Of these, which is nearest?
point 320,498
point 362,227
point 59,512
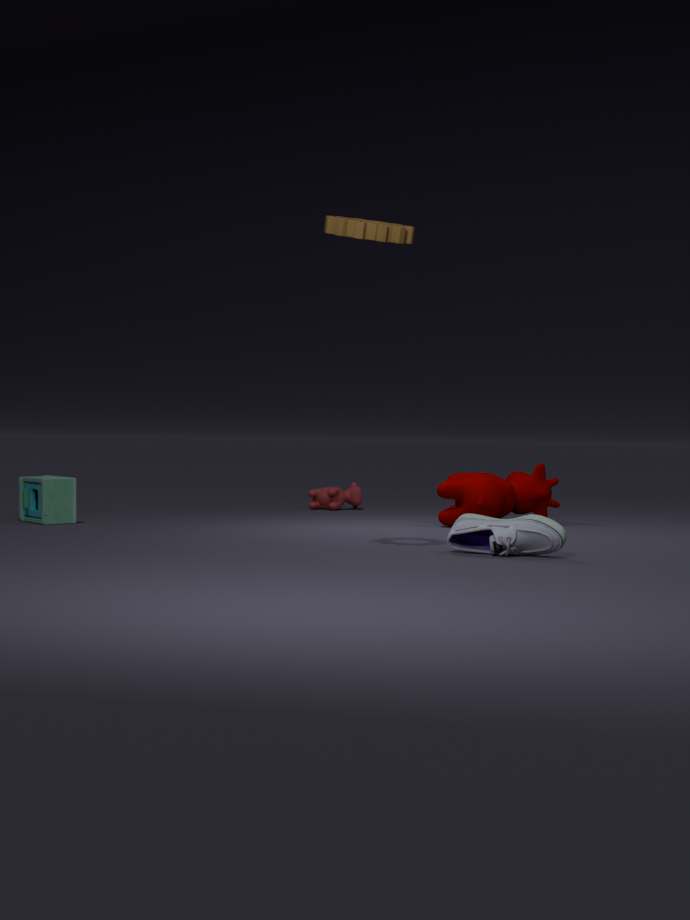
point 362,227
